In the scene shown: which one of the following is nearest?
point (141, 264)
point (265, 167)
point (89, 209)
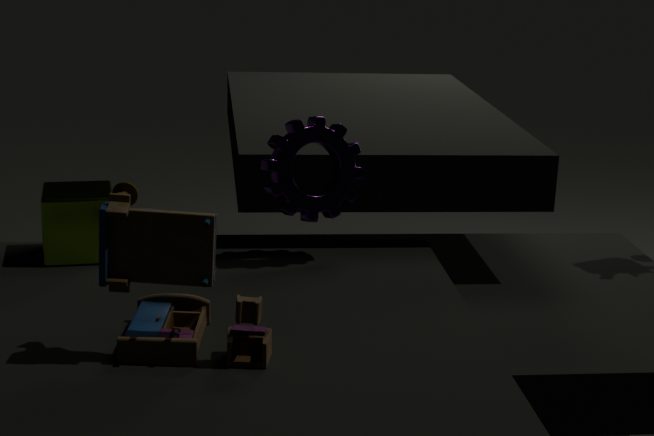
point (141, 264)
